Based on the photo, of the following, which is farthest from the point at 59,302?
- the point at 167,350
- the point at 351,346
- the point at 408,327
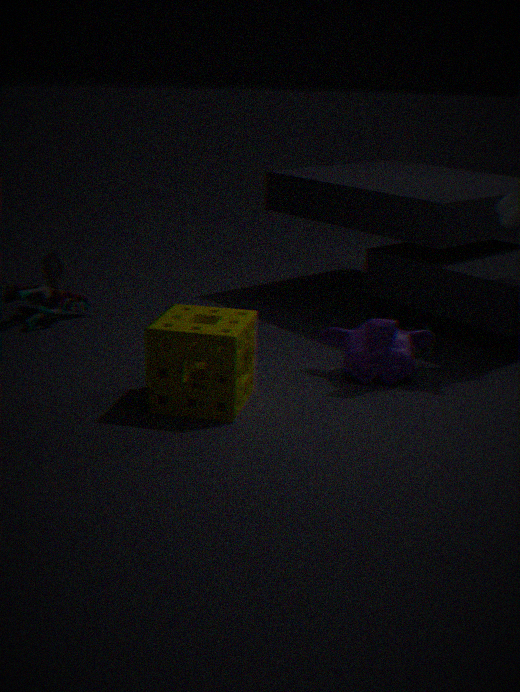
the point at 408,327
